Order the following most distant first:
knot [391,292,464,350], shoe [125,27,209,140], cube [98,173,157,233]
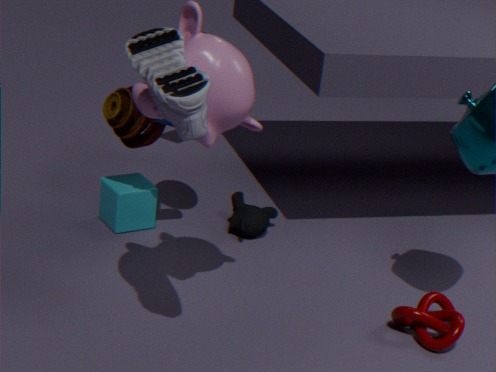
cube [98,173,157,233] < knot [391,292,464,350] < shoe [125,27,209,140]
